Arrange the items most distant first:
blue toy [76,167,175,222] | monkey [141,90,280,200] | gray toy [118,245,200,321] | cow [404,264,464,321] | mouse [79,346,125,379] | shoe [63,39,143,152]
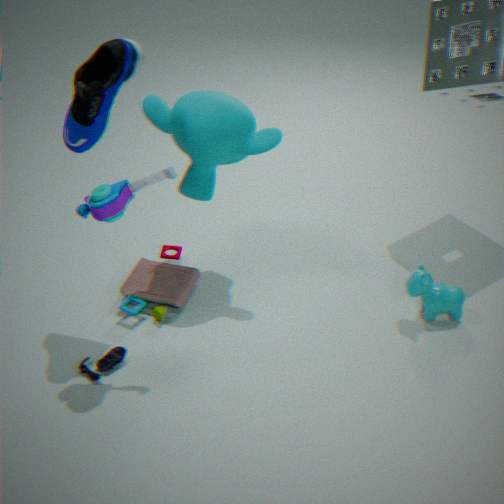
gray toy [118,245,200,321], cow [404,264,464,321], monkey [141,90,280,200], mouse [79,346,125,379], shoe [63,39,143,152], blue toy [76,167,175,222]
